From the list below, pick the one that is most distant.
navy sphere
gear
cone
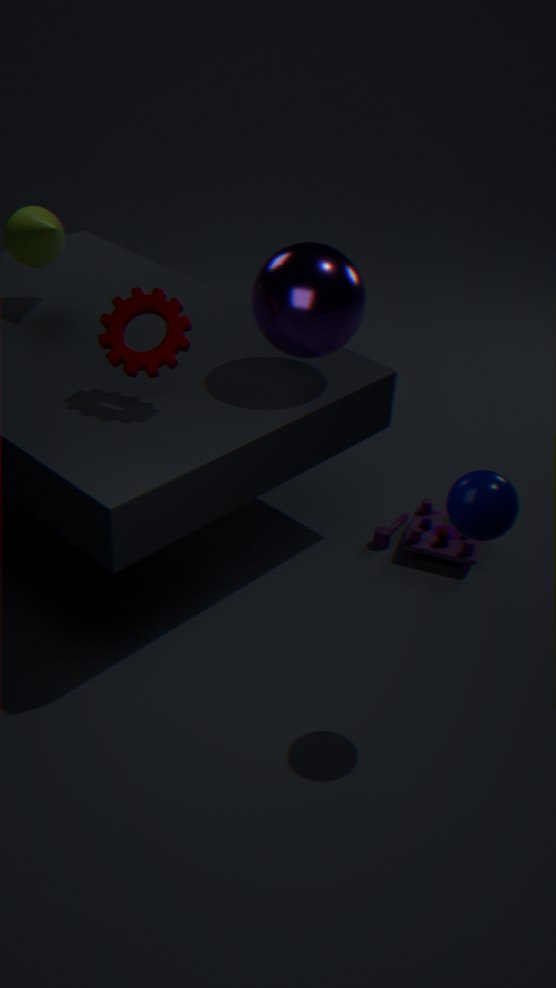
cone
